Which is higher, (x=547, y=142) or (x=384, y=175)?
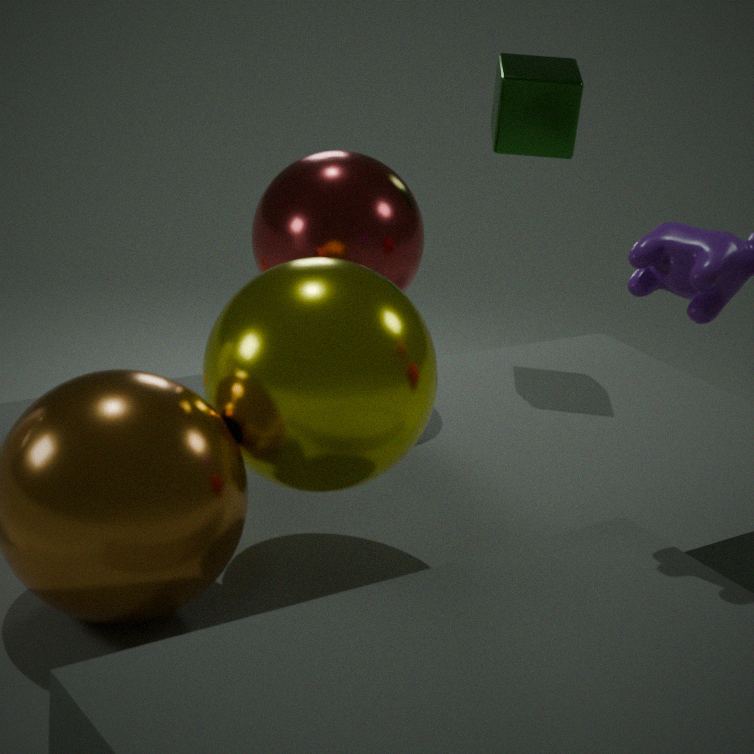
(x=547, y=142)
